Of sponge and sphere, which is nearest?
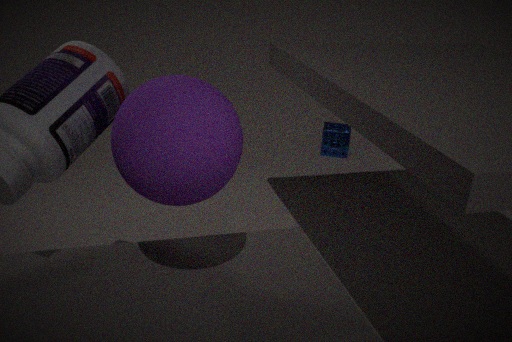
sphere
